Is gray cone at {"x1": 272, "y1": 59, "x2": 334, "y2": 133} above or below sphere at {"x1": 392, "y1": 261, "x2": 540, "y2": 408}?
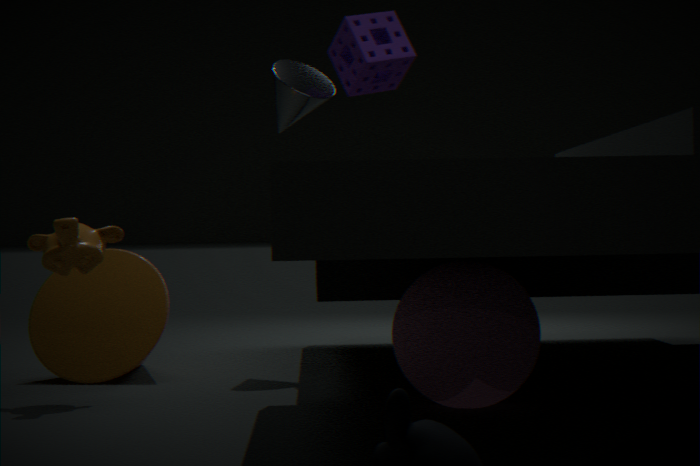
above
